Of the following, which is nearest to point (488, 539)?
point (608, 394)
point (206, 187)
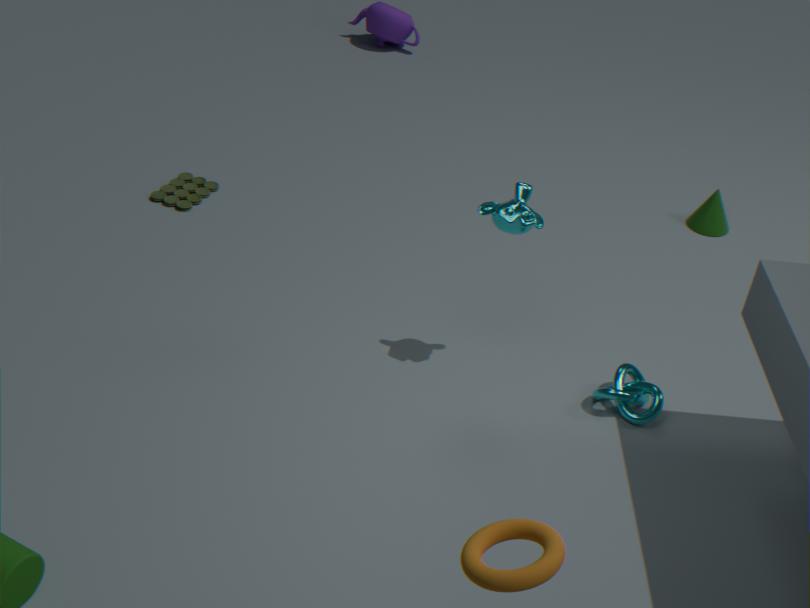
point (608, 394)
